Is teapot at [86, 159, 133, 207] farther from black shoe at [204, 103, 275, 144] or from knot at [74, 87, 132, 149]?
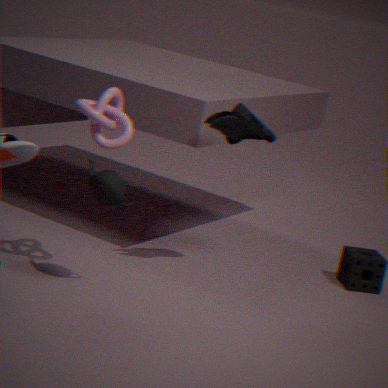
black shoe at [204, 103, 275, 144]
